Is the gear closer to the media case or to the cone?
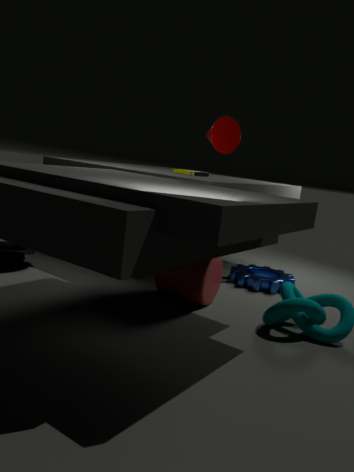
the media case
